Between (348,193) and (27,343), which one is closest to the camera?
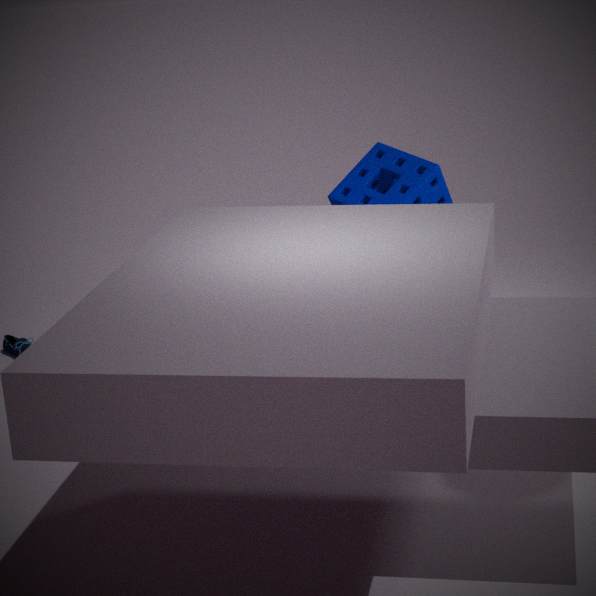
(348,193)
